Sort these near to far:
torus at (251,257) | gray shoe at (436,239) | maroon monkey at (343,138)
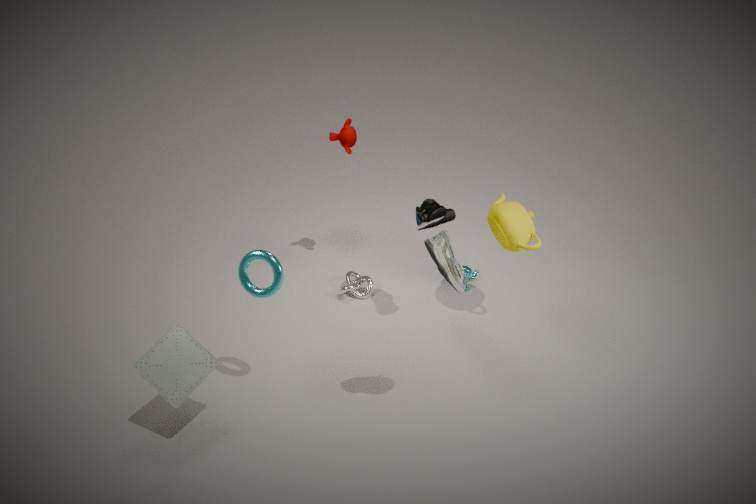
gray shoe at (436,239)
torus at (251,257)
maroon monkey at (343,138)
